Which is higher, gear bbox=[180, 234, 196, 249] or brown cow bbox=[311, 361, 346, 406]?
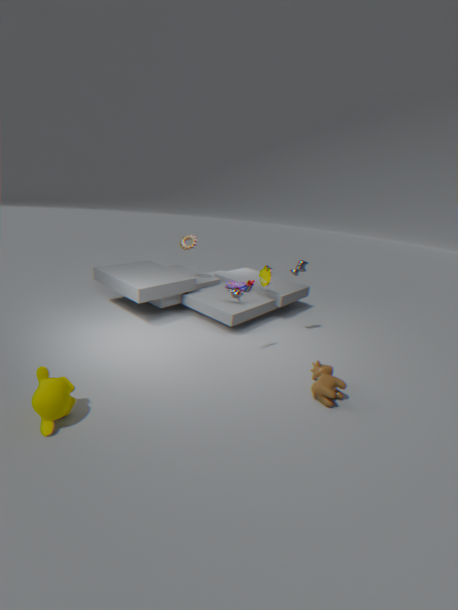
gear bbox=[180, 234, 196, 249]
